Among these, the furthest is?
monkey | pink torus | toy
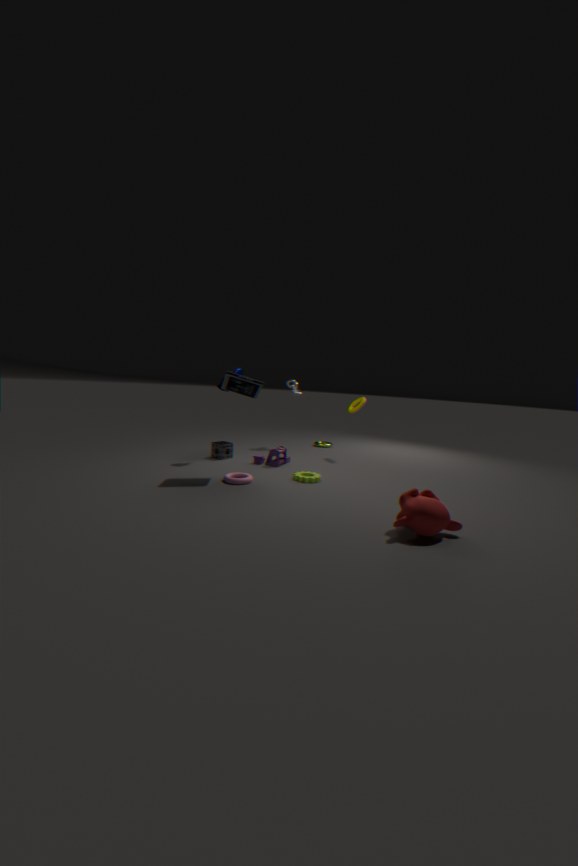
toy
